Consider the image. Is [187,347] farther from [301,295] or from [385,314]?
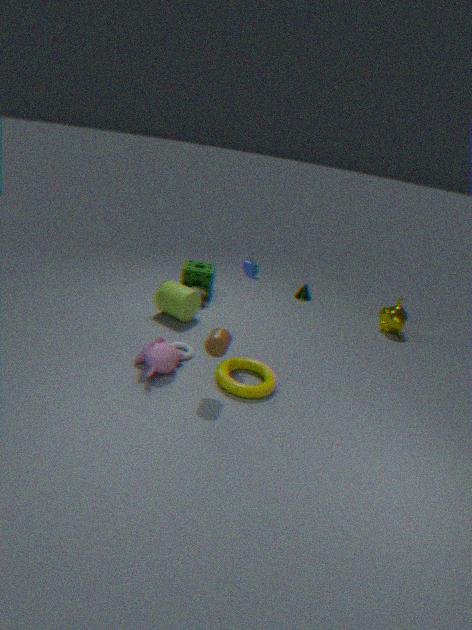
[385,314]
